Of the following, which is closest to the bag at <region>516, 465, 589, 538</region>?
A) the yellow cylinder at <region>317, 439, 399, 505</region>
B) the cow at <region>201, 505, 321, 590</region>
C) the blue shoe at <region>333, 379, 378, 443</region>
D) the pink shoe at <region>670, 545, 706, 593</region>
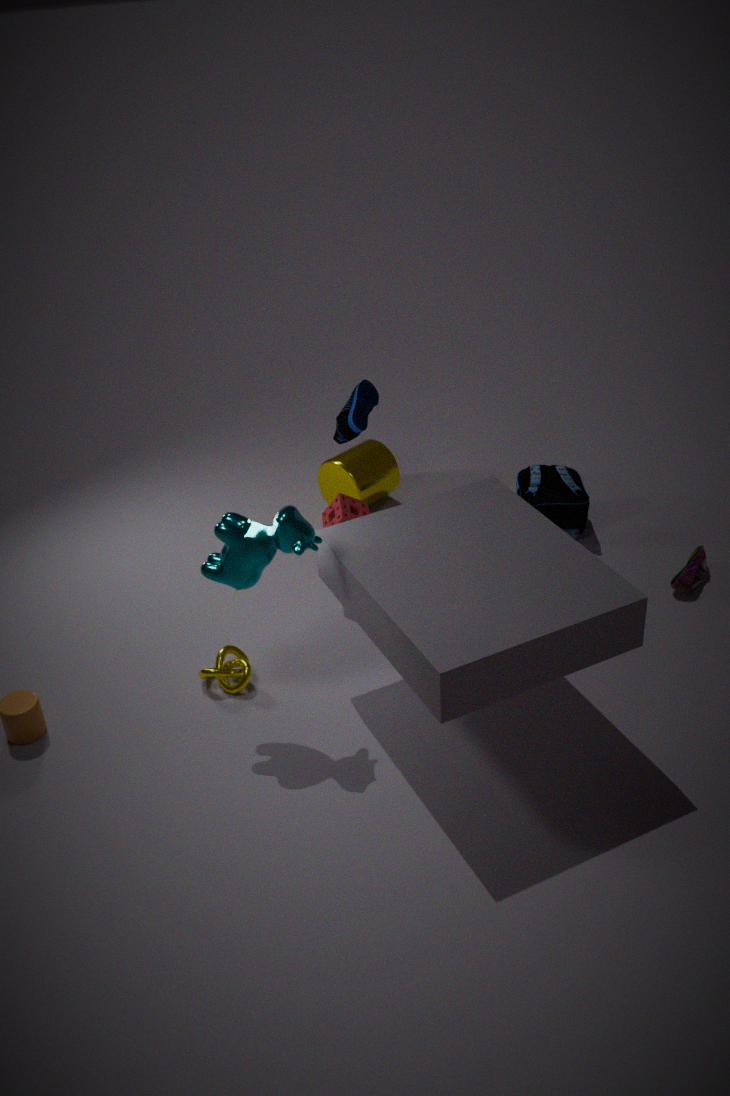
the pink shoe at <region>670, 545, 706, 593</region>
